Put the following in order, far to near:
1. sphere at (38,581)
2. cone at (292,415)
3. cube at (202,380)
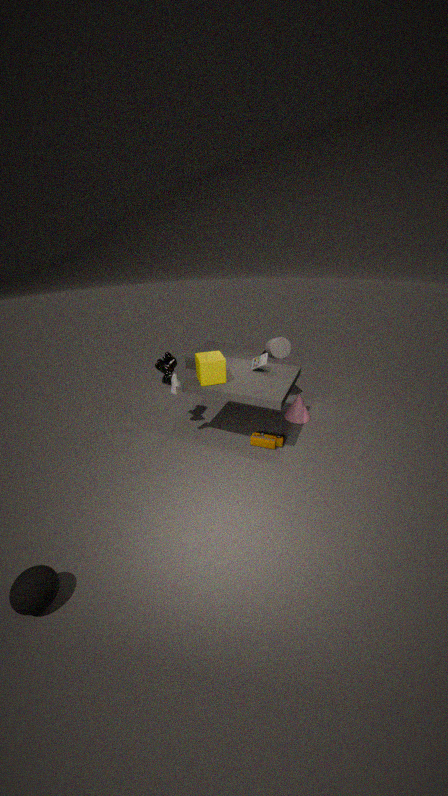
cone at (292,415), cube at (202,380), sphere at (38,581)
